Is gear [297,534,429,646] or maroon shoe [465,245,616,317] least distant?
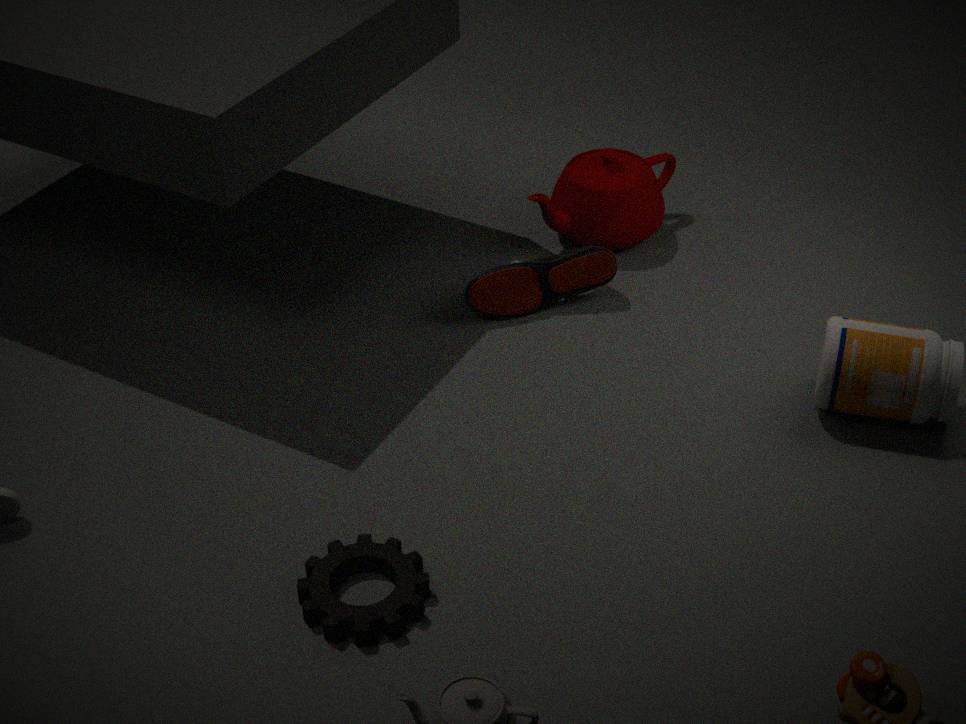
gear [297,534,429,646]
